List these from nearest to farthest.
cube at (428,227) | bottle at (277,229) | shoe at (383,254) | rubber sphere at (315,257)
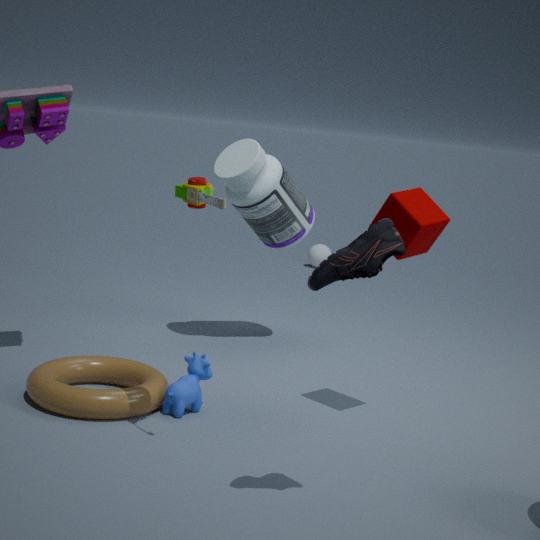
shoe at (383,254), cube at (428,227), bottle at (277,229), rubber sphere at (315,257)
